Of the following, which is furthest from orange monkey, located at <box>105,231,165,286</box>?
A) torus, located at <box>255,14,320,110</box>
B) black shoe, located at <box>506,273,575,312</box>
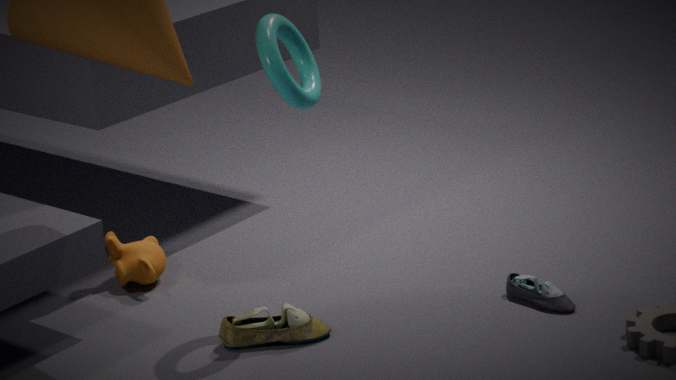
black shoe, located at <box>506,273,575,312</box>
